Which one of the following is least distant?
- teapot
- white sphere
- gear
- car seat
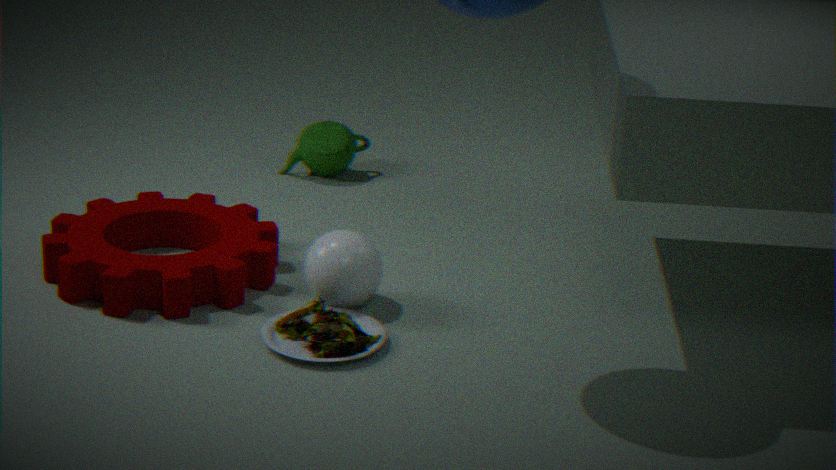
car seat
